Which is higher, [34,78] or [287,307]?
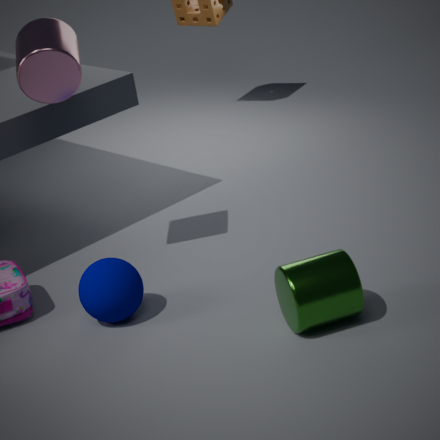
[34,78]
